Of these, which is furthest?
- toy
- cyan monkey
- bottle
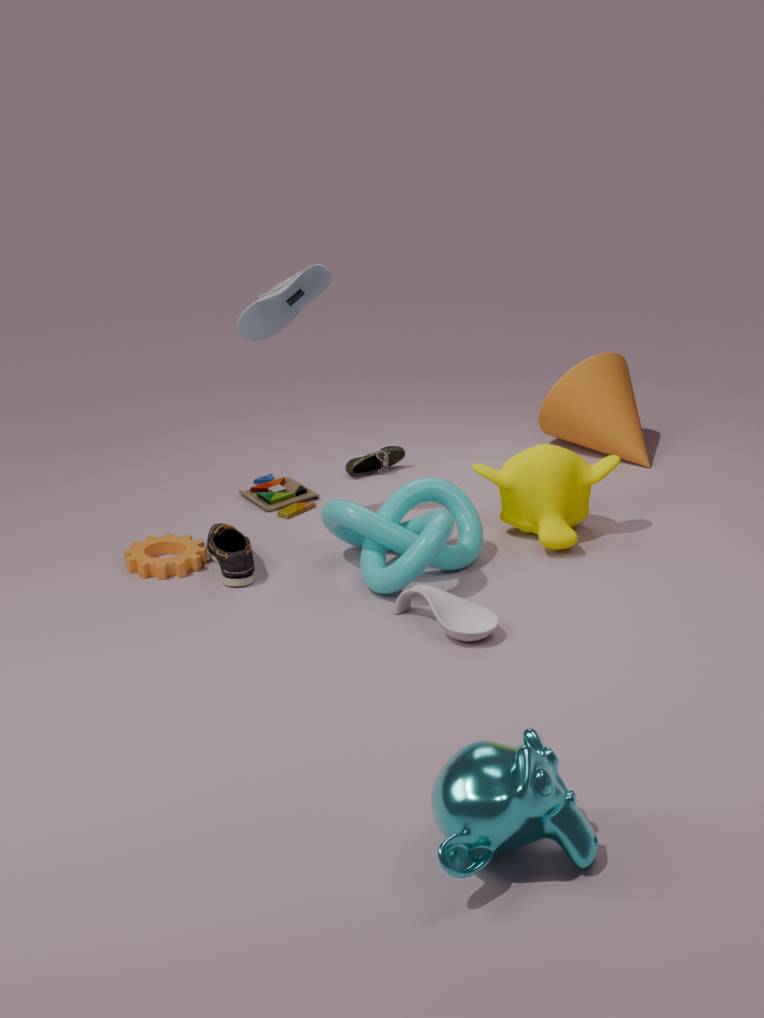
toy
